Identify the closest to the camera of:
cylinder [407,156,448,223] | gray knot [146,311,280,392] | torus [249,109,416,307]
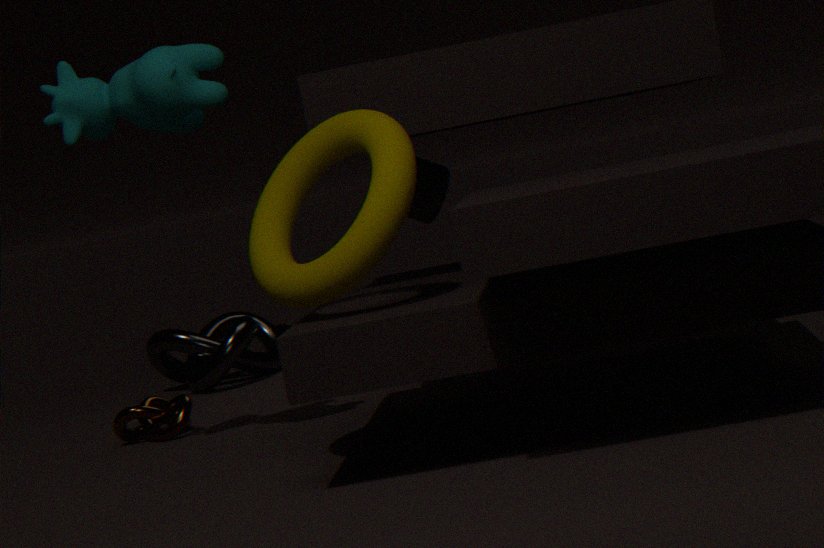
torus [249,109,416,307]
